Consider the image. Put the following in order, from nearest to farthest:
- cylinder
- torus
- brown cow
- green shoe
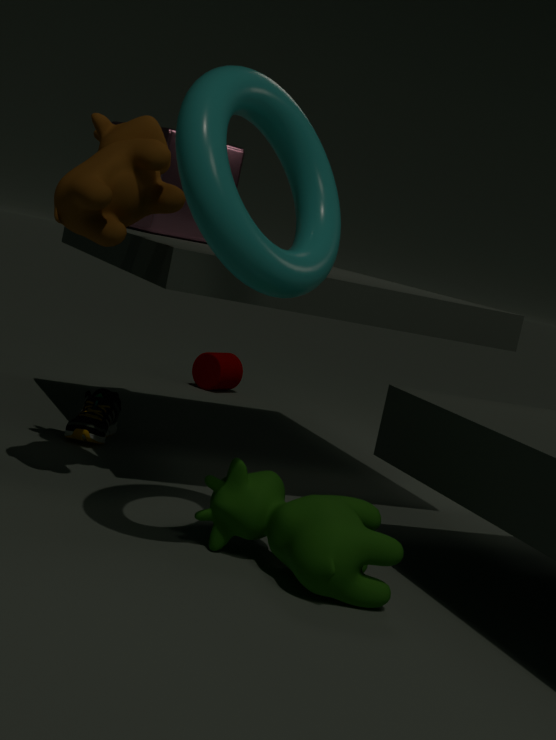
torus < brown cow < green shoe < cylinder
